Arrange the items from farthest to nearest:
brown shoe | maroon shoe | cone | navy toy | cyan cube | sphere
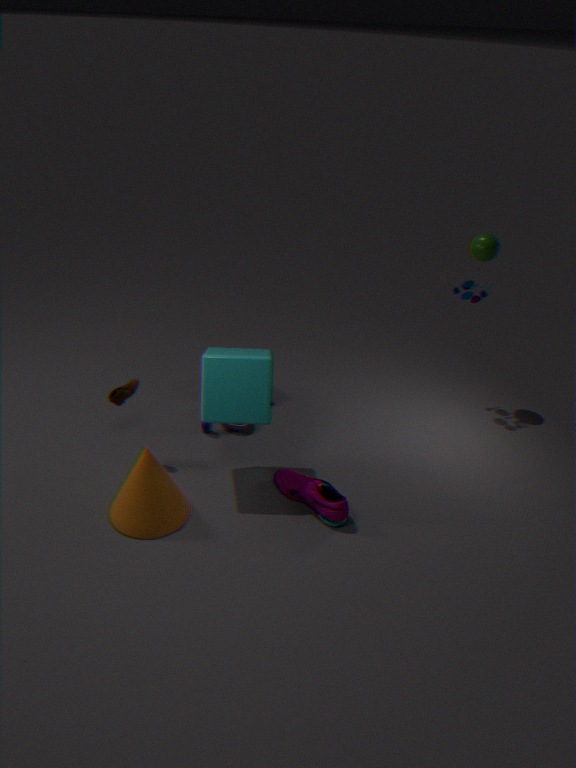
navy toy, sphere, brown shoe, maroon shoe, cyan cube, cone
